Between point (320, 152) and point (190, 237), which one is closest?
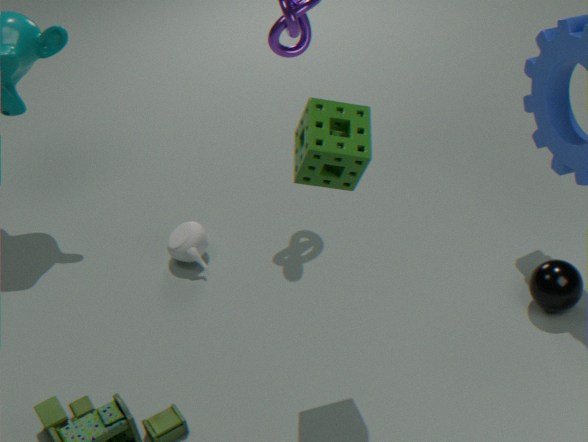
point (320, 152)
